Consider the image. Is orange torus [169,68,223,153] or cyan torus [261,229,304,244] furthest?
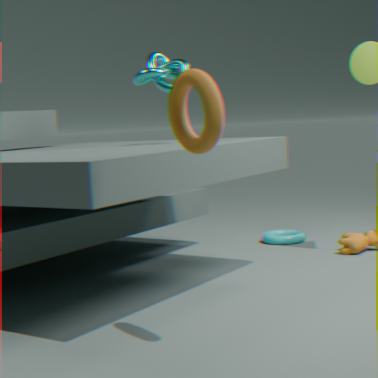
cyan torus [261,229,304,244]
